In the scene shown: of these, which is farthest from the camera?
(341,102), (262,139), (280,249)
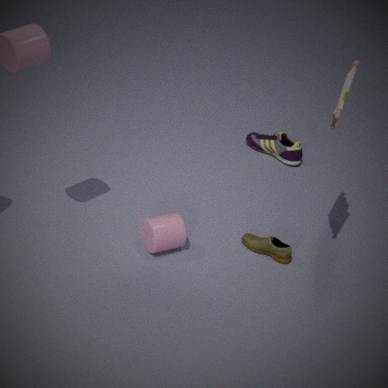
(262,139)
